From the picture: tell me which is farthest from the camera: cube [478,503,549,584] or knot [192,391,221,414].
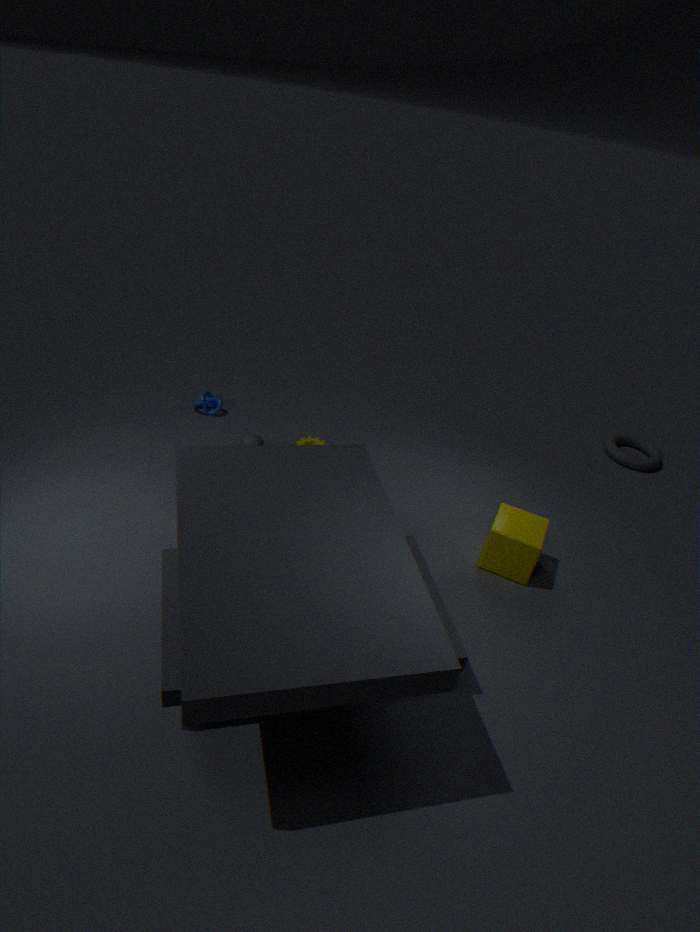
knot [192,391,221,414]
